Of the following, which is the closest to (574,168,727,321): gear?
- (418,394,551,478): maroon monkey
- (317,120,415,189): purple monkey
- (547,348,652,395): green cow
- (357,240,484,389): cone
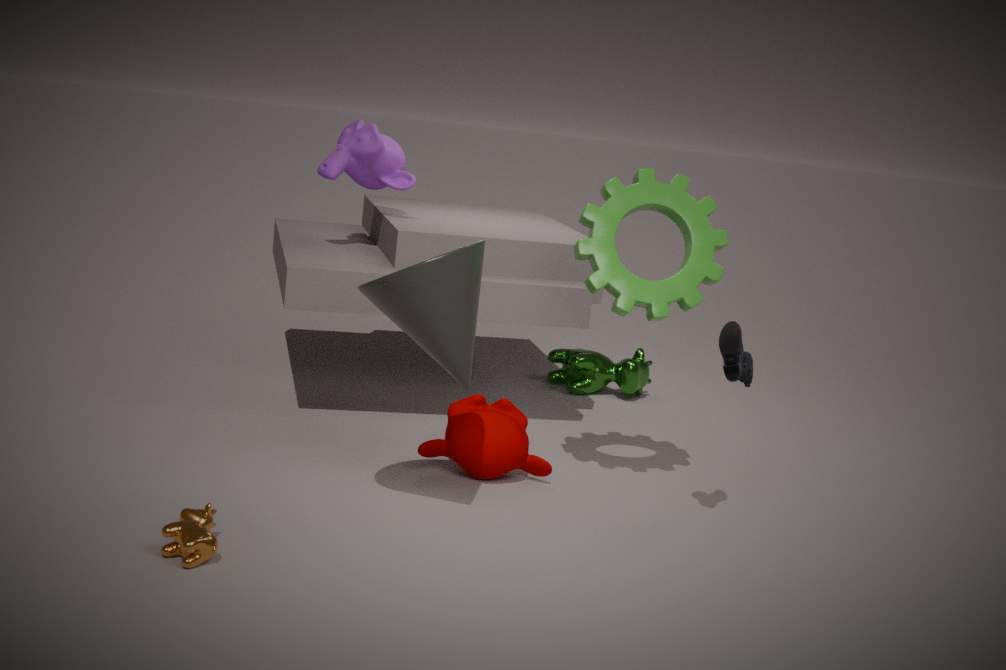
(357,240,484,389): cone
